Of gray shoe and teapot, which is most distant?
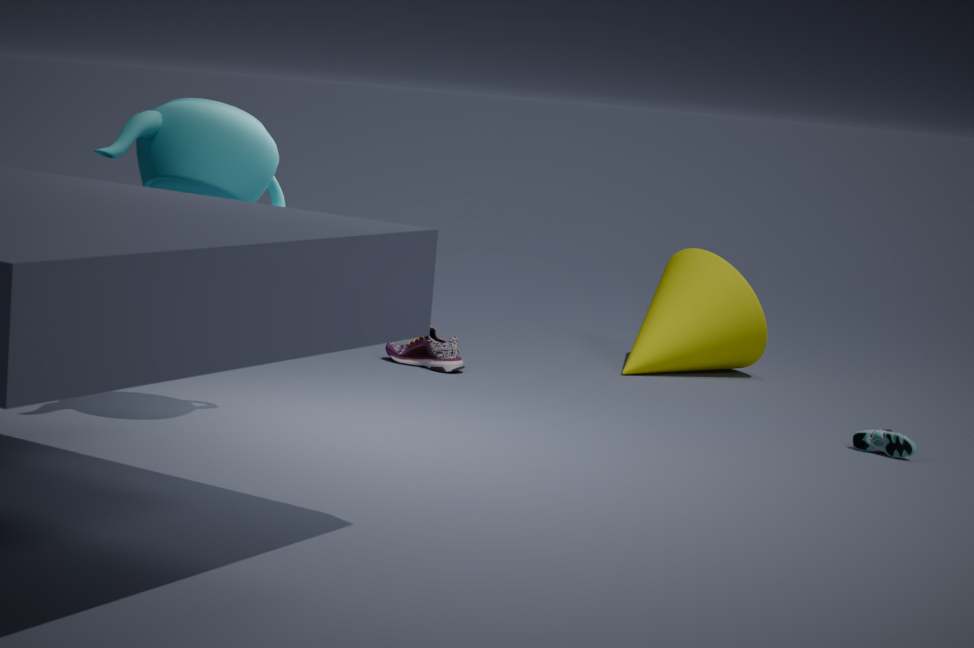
gray shoe
